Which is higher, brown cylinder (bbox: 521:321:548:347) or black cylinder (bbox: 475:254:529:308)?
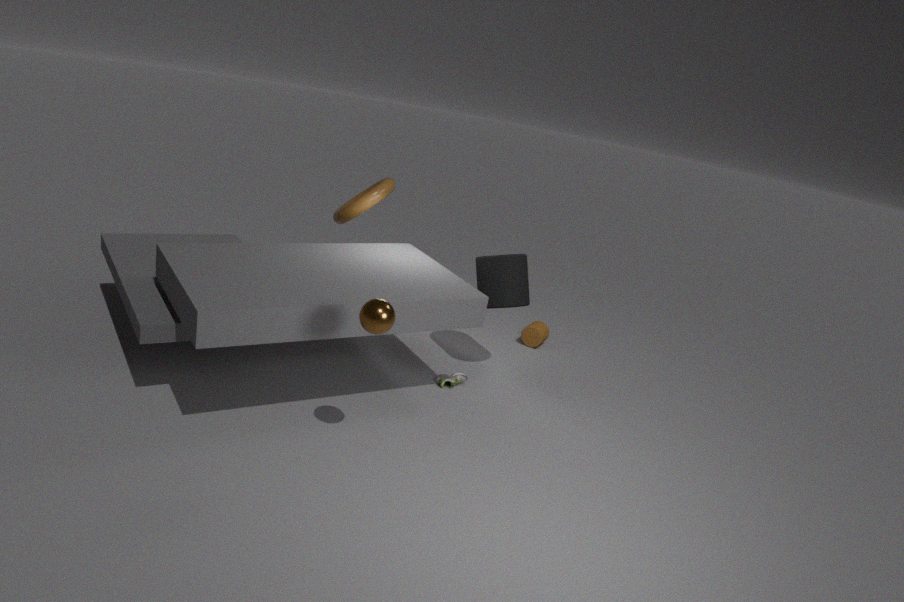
black cylinder (bbox: 475:254:529:308)
